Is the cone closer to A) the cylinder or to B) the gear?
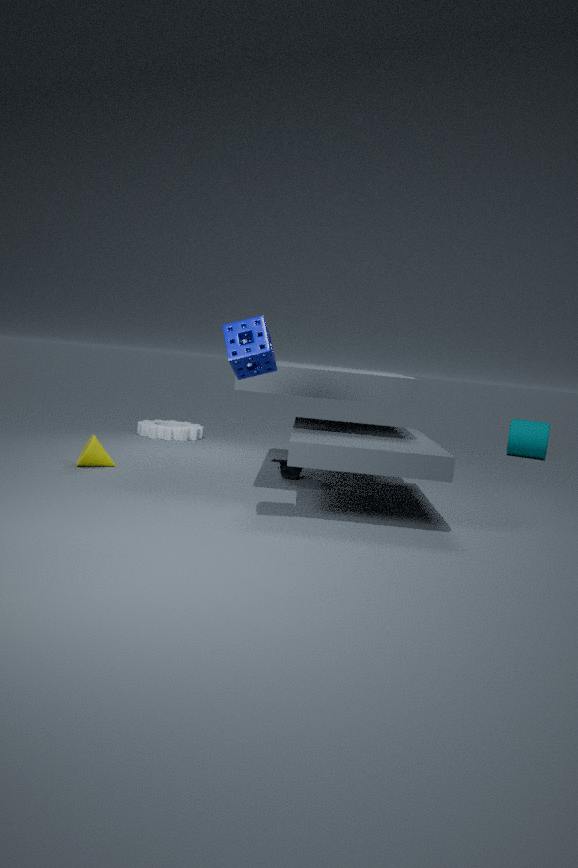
B) the gear
